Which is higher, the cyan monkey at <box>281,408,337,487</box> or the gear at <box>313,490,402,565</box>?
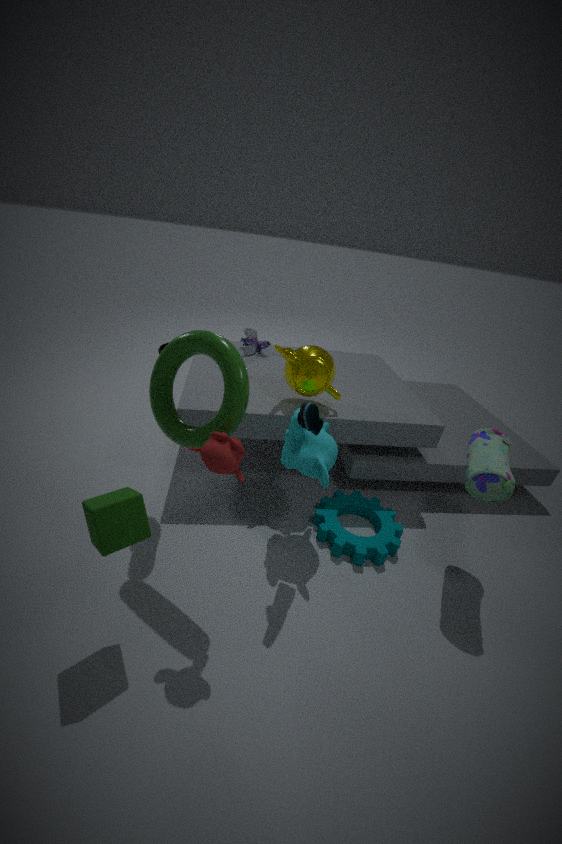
the cyan monkey at <box>281,408,337,487</box>
